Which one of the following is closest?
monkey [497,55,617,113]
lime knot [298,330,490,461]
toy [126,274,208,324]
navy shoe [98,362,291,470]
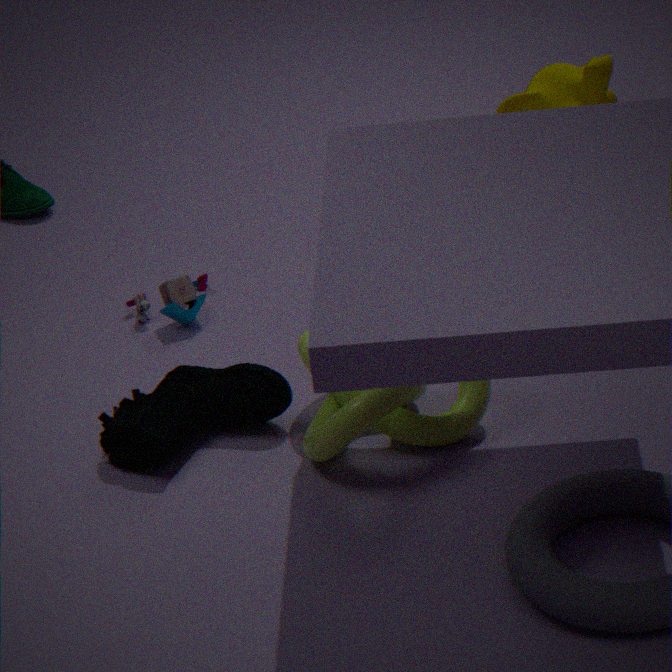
lime knot [298,330,490,461]
